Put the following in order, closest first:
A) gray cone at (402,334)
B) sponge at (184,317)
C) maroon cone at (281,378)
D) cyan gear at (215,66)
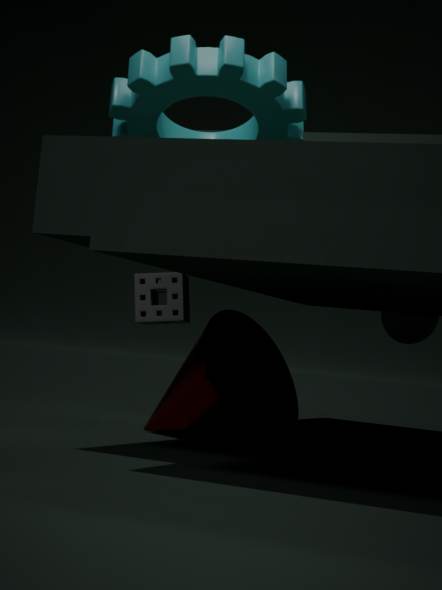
cyan gear at (215,66), maroon cone at (281,378), gray cone at (402,334), sponge at (184,317)
